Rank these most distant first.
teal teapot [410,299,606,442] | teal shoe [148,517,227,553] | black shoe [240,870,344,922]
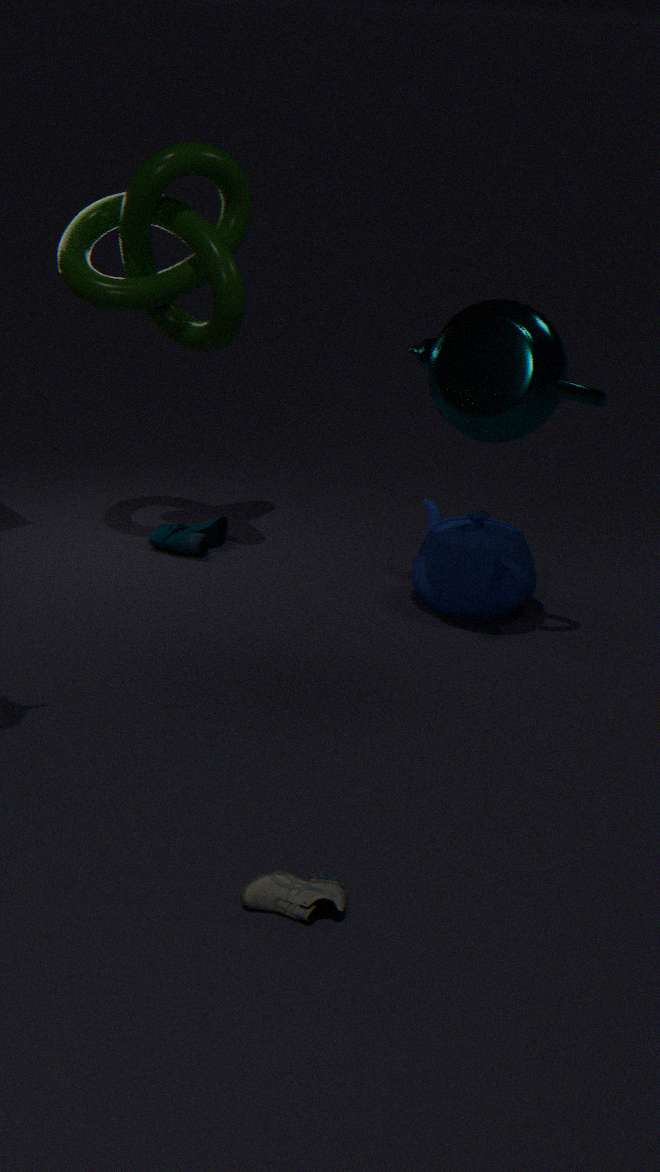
teal shoe [148,517,227,553], teal teapot [410,299,606,442], black shoe [240,870,344,922]
